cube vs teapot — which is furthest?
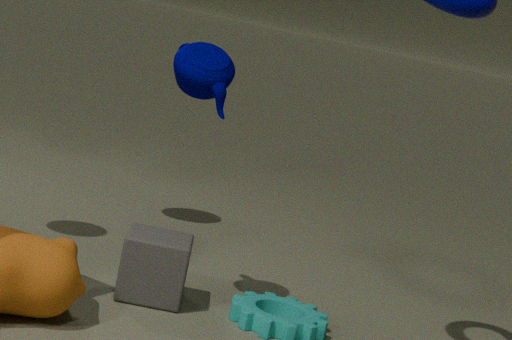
cube
